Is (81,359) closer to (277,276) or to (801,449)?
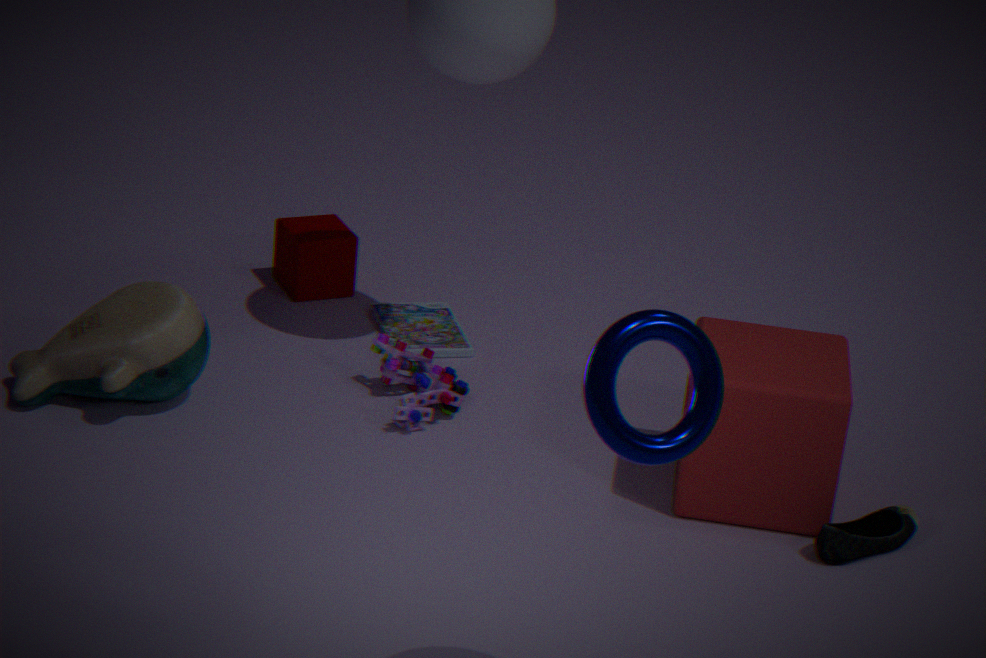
(277,276)
